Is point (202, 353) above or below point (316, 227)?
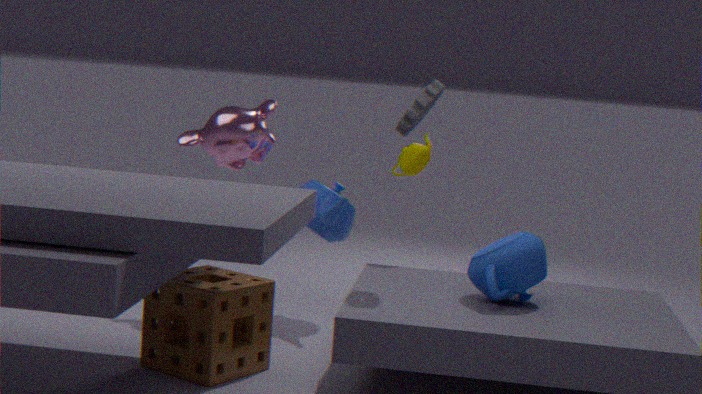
below
